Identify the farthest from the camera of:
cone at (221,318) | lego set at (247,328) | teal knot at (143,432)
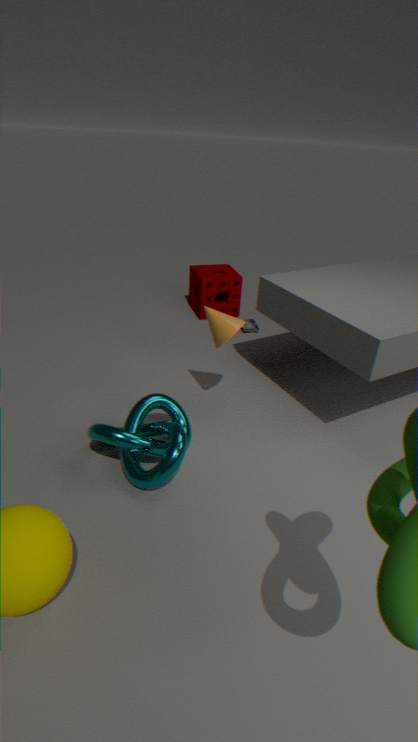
lego set at (247,328)
